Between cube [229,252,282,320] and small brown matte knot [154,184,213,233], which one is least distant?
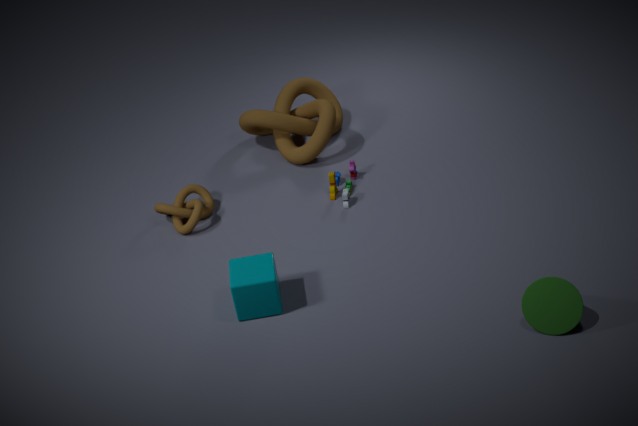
cube [229,252,282,320]
